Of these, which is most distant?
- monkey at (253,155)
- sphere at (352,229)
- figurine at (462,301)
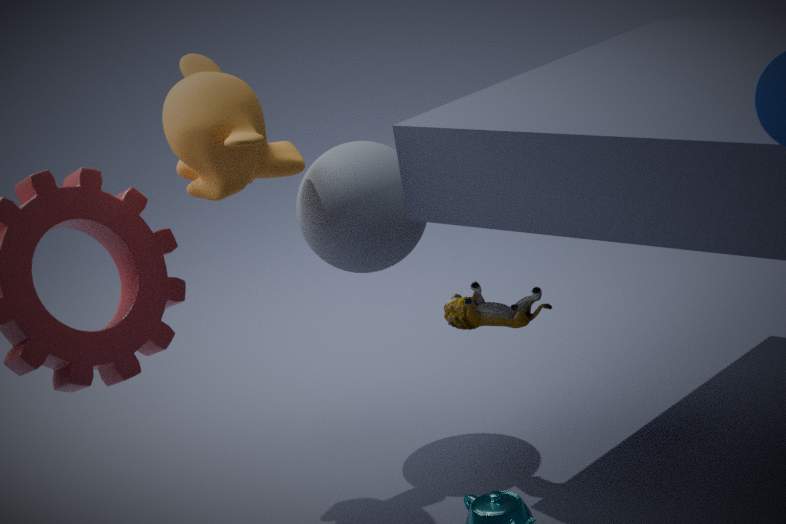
sphere at (352,229)
